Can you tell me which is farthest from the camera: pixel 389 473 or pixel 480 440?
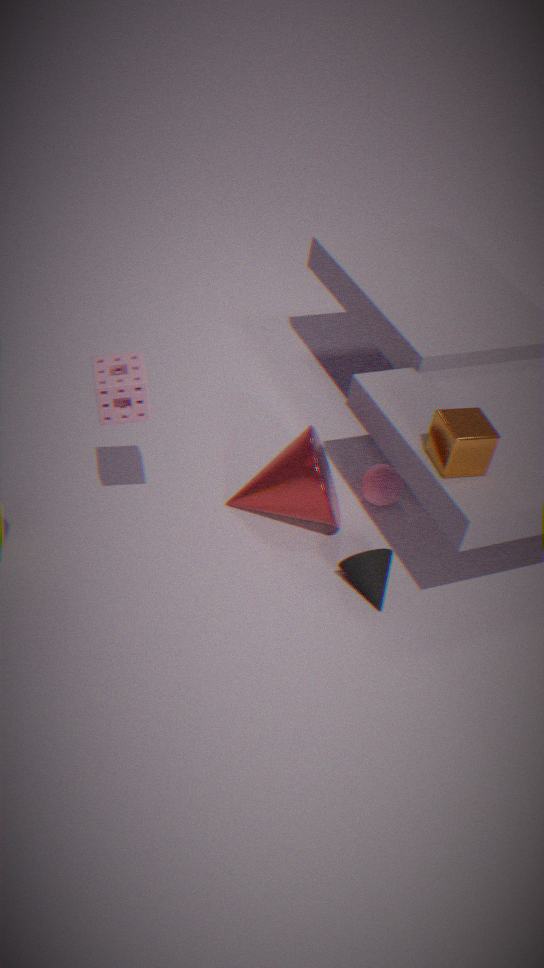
pixel 389 473
